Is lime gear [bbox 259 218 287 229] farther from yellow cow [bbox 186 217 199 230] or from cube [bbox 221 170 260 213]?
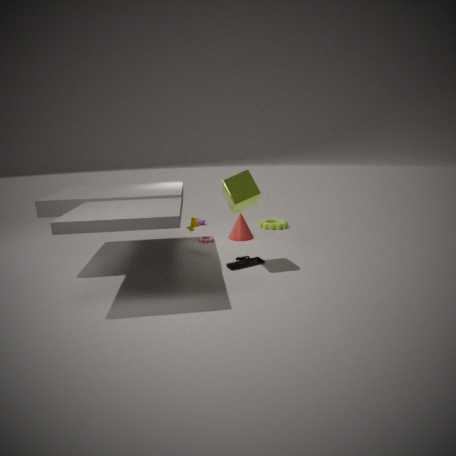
cube [bbox 221 170 260 213]
